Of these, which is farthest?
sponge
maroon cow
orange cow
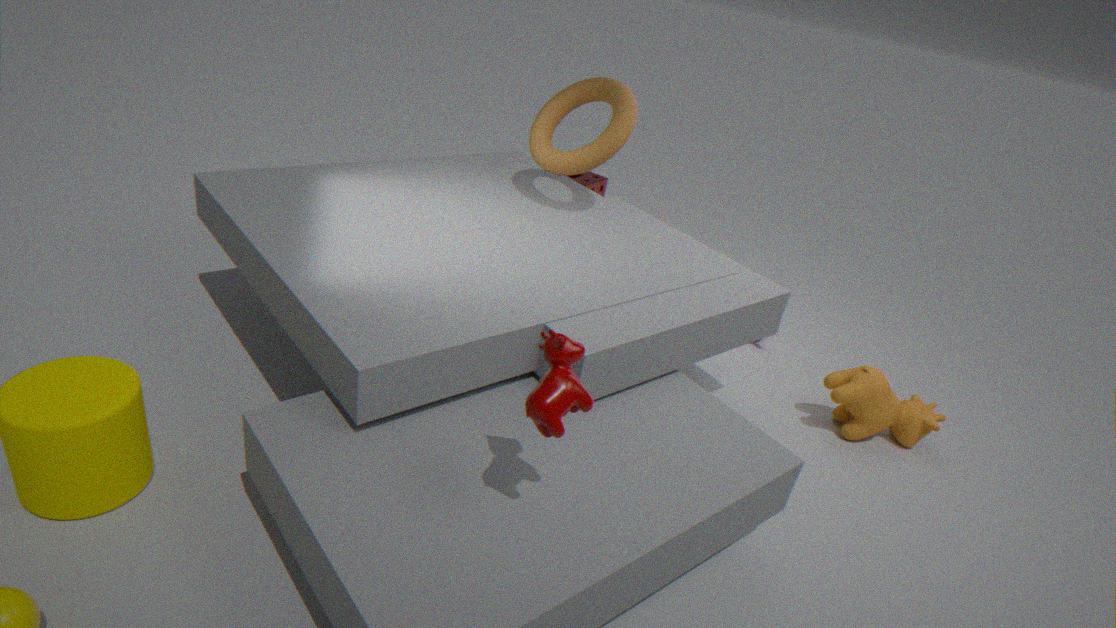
sponge
